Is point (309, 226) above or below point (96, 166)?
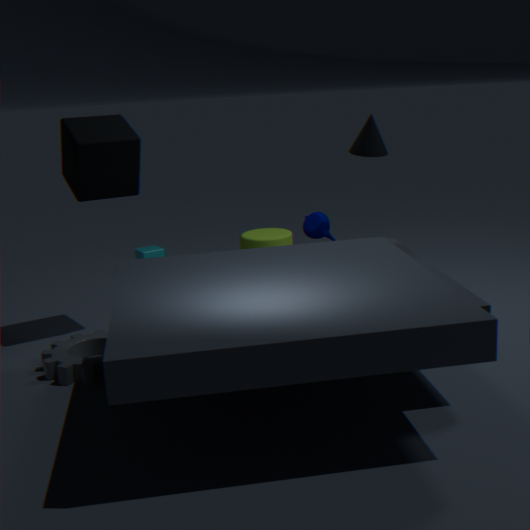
below
